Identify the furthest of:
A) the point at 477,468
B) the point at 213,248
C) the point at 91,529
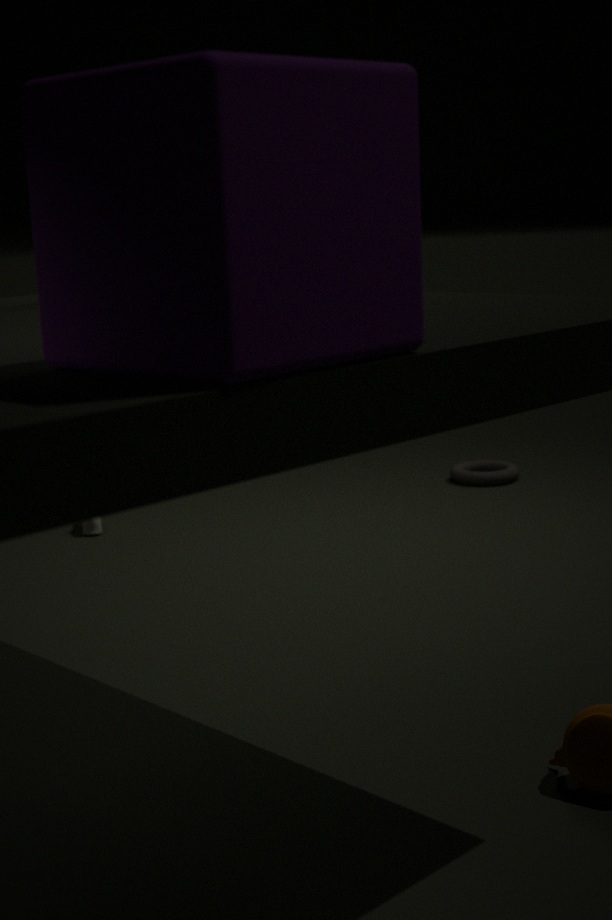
the point at 477,468
